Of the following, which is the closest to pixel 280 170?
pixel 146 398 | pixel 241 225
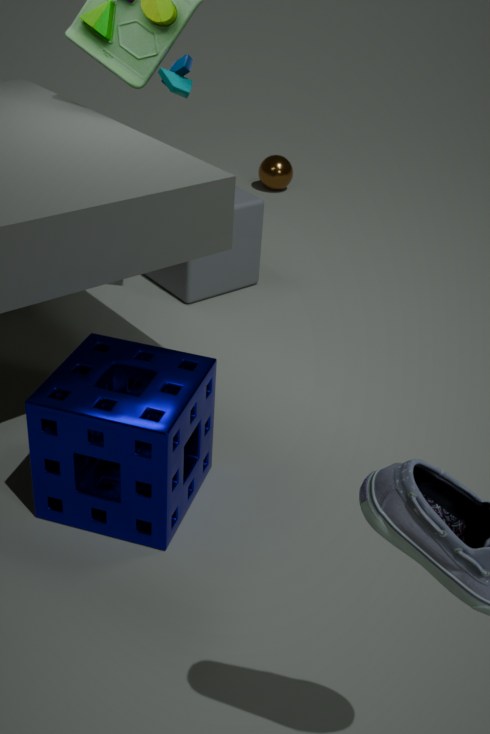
pixel 241 225
